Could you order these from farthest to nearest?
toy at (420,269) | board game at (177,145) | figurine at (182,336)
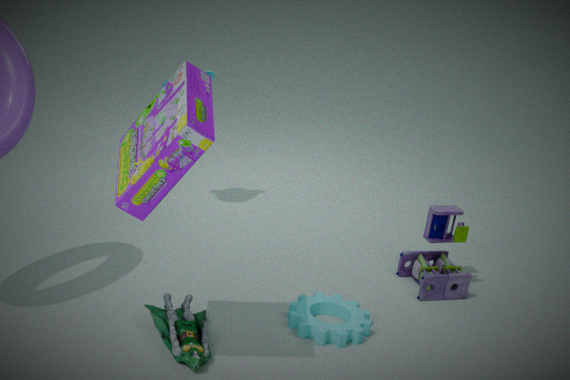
toy at (420,269) → figurine at (182,336) → board game at (177,145)
